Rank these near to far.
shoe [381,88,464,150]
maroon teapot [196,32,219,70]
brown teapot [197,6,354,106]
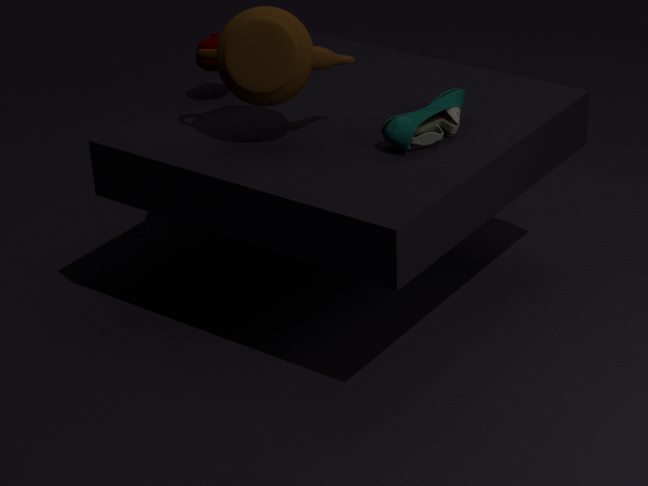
brown teapot [197,6,354,106], shoe [381,88,464,150], maroon teapot [196,32,219,70]
